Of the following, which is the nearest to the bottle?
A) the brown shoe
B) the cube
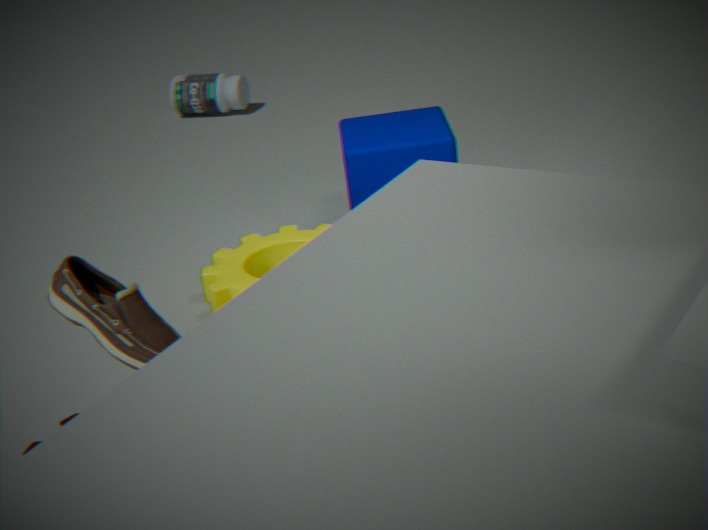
the cube
